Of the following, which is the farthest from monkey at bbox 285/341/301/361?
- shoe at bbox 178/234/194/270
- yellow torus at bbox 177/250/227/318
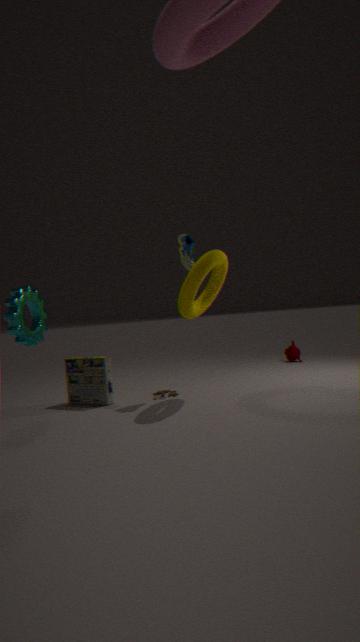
shoe at bbox 178/234/194/270
